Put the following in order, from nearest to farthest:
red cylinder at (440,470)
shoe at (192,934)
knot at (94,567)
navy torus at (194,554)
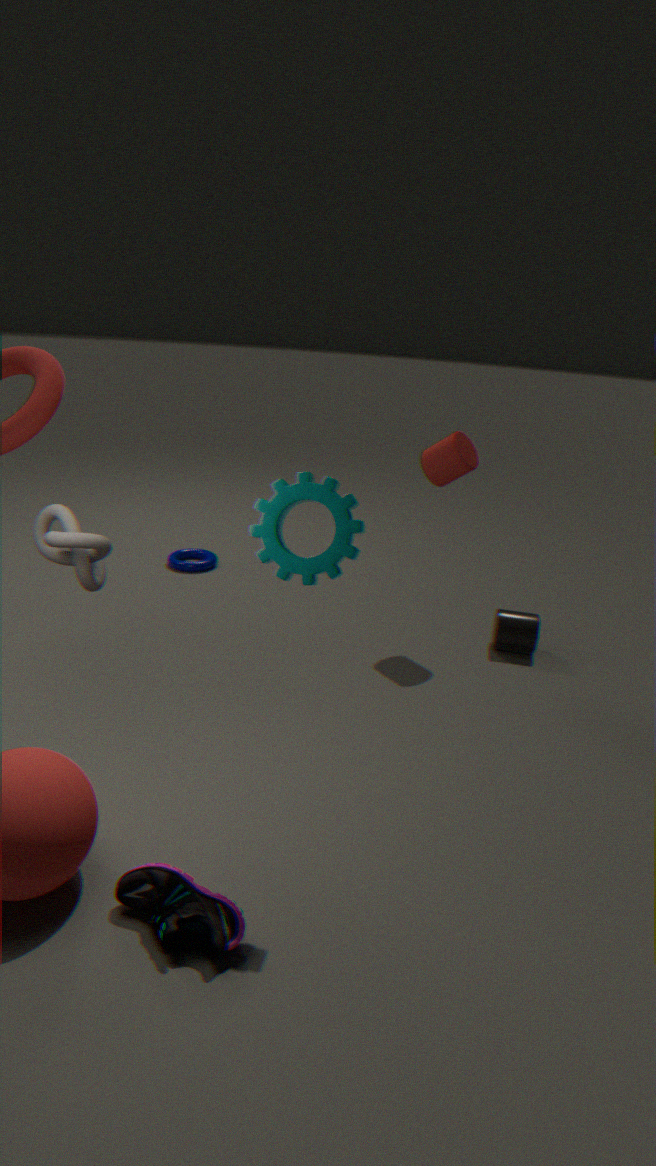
shoe at (192,934)
knot at (94,567)
red cylinder at (440,470)
navy torus at (194,554)
